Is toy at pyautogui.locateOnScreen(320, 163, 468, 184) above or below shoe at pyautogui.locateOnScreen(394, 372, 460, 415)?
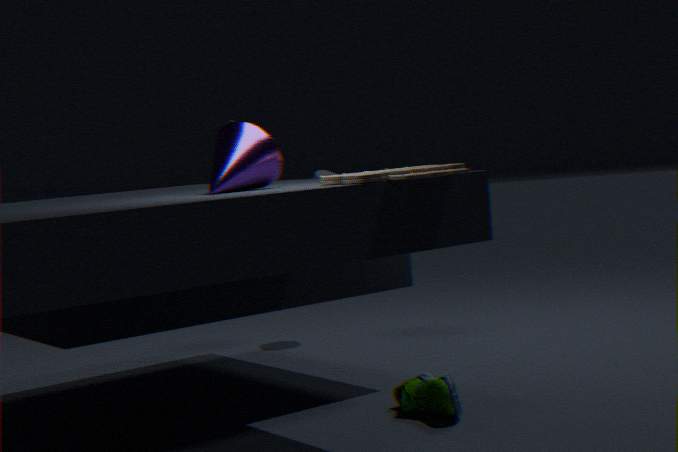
above
